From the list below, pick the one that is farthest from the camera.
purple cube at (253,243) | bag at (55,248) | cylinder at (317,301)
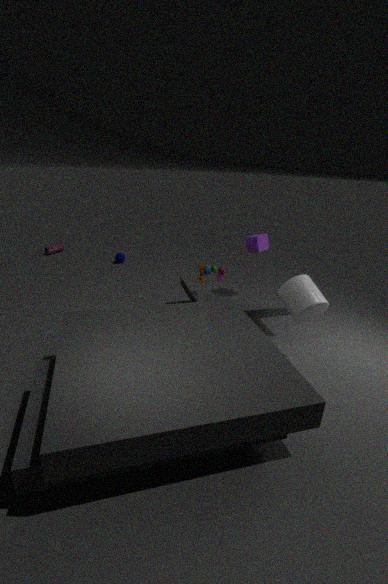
→ bag at (55,248)
